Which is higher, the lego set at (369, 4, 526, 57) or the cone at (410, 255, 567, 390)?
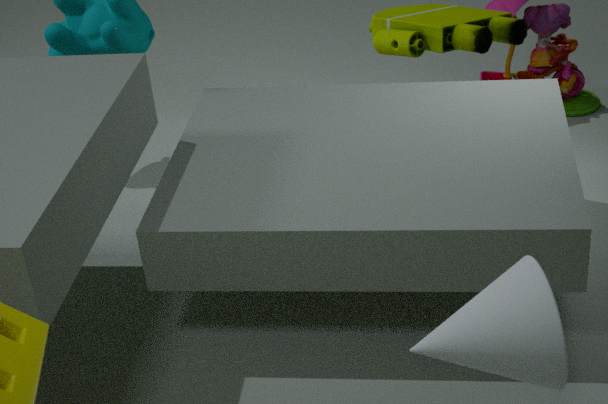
the lego set at (369, 4, 526, 57)
